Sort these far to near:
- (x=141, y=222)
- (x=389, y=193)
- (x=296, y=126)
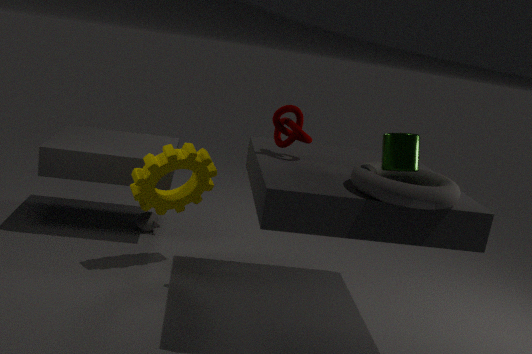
(x=141, y=222), (x=296, y=126), (x=389, y=193)
